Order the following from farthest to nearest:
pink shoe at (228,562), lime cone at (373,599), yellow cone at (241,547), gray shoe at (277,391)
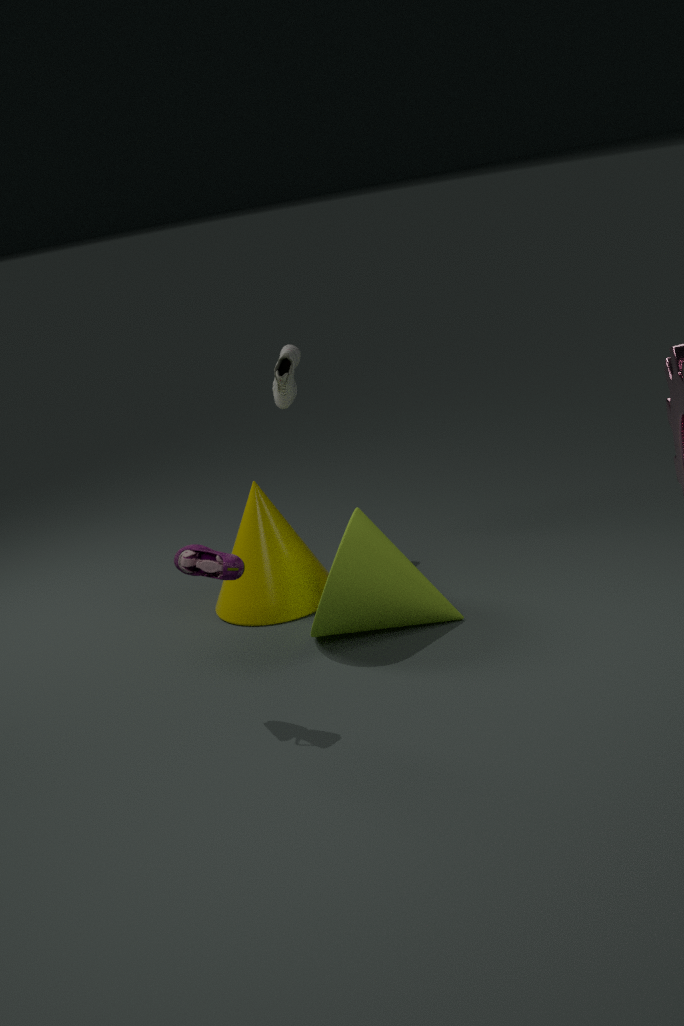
gray shoe at (277,391) → yellow cone at (241,547) → lime cone at (373,599) → pink shoe at (228,562)
